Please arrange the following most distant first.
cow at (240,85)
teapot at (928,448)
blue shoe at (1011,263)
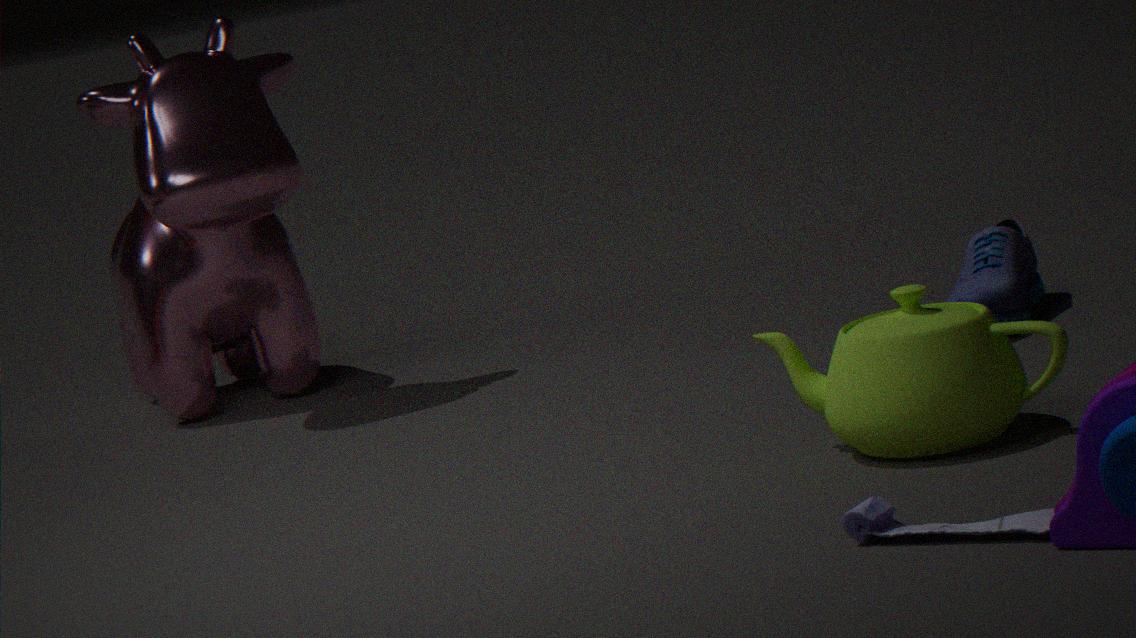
cow at (240,85) → blue shoe at (1011,263) → teapot at (928,448)
